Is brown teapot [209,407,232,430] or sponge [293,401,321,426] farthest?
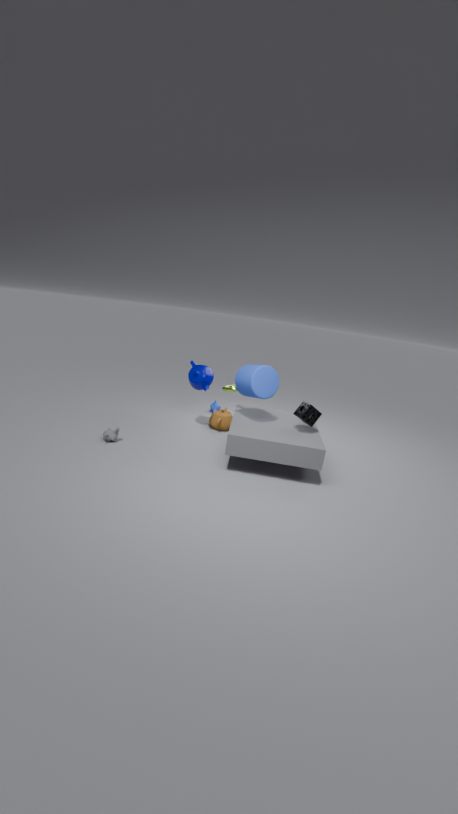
brown teapot [209,407,232,430]
